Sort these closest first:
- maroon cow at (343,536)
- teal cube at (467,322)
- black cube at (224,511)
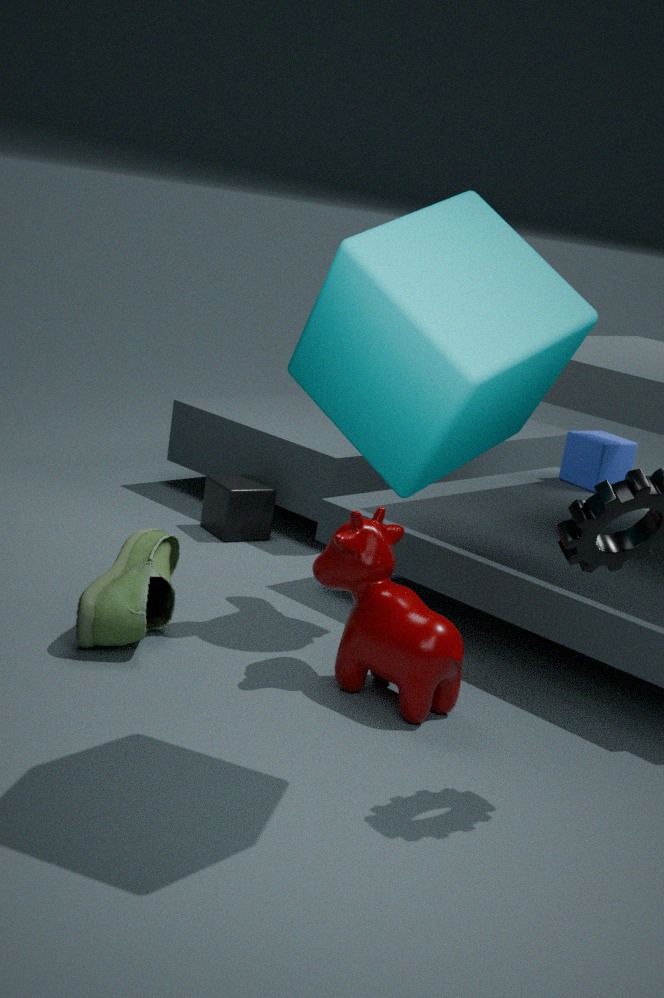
teal cube at (467,322) → maroon cow at (343,536) → black cube at (224,511)
